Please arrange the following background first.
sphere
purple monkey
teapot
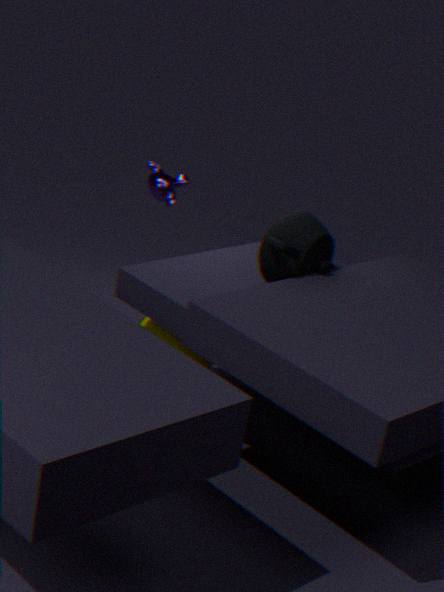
1. purple monkey
2. sphere
3. teapot
